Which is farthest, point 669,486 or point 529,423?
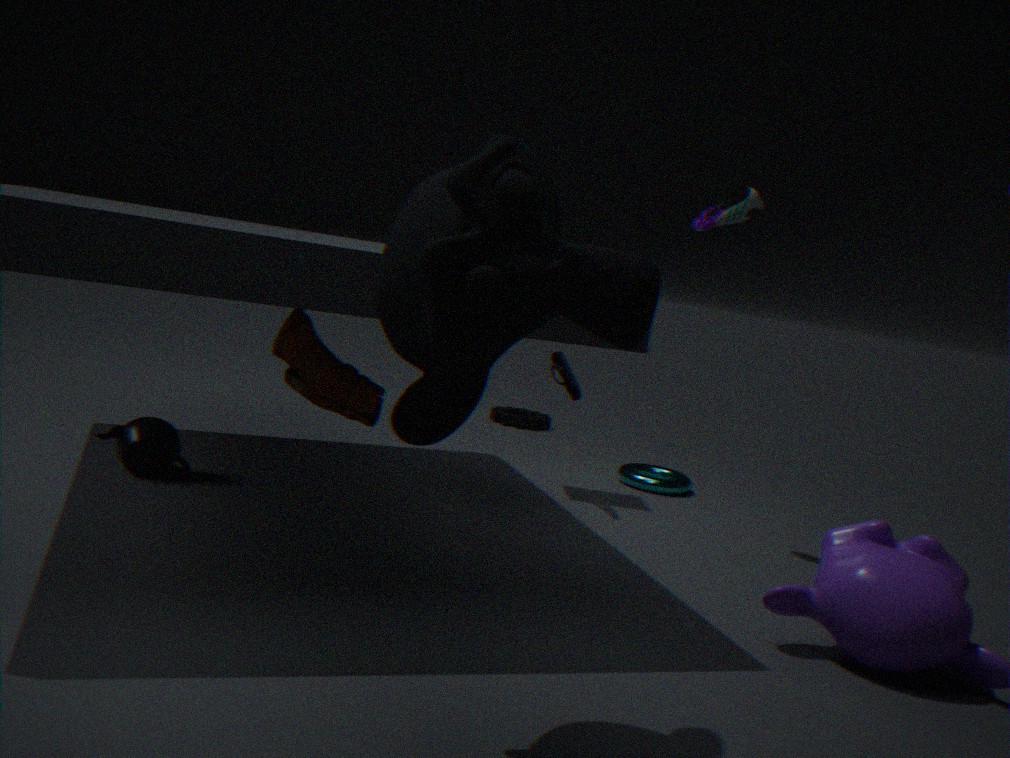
point 529,423
